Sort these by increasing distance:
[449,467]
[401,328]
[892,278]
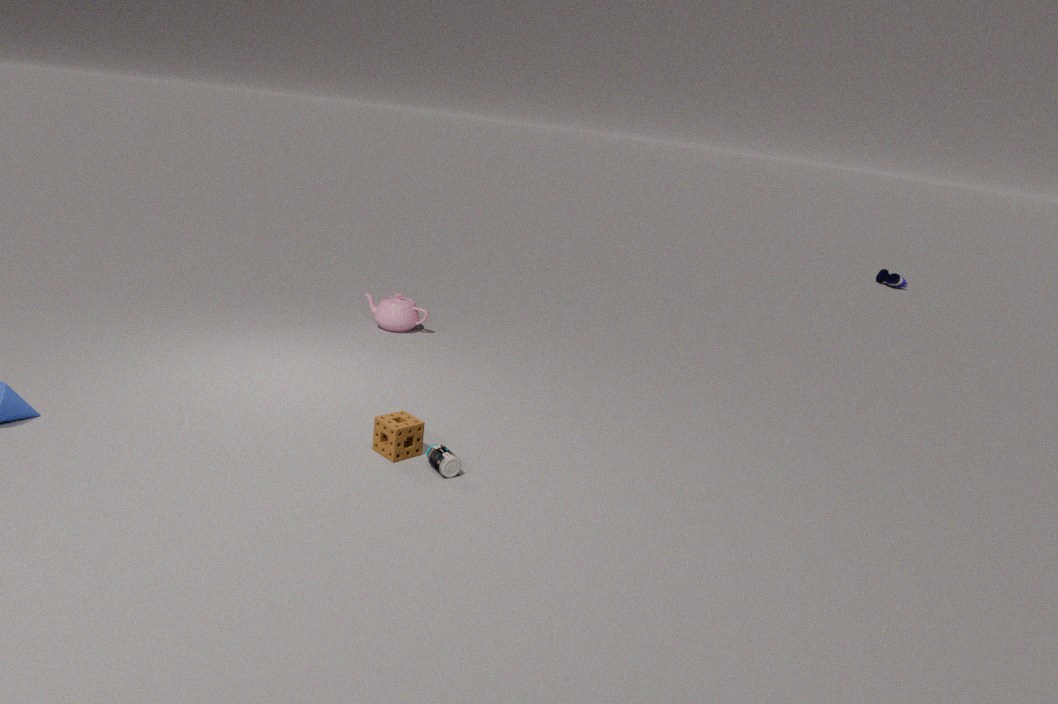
[449,467], [401,328], [892,278]
